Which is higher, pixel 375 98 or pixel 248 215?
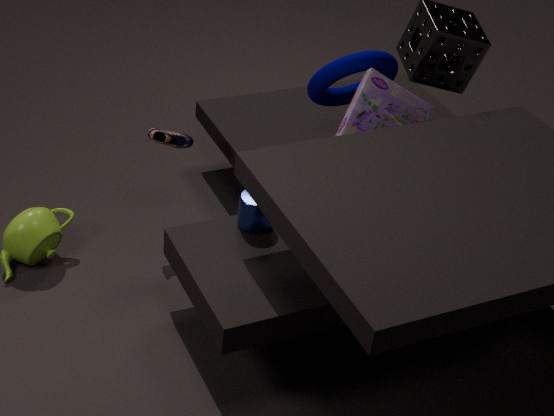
pixel 375 98
